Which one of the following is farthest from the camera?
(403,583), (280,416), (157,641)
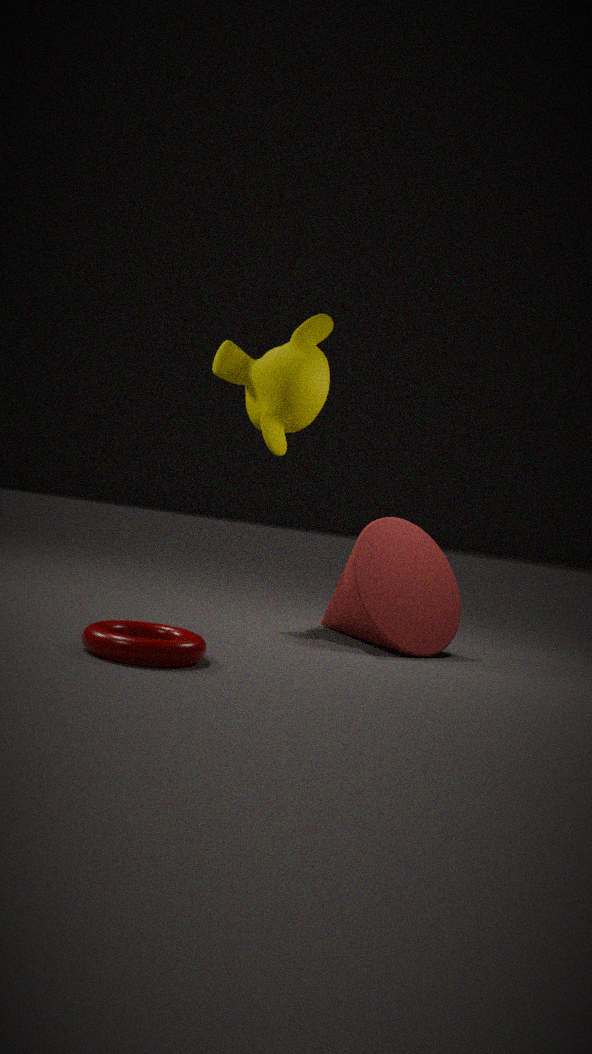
(280,416)
